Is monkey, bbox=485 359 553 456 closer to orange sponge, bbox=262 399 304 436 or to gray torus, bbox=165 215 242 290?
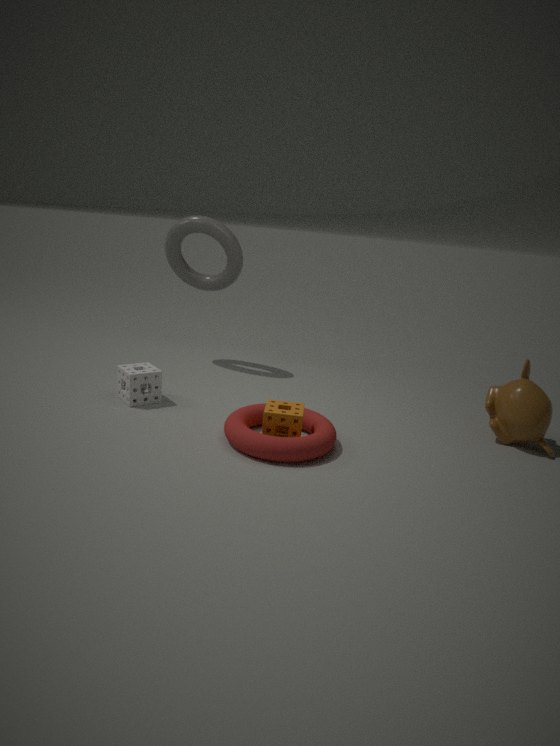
orange sponge, bbox=262 399 304 436
